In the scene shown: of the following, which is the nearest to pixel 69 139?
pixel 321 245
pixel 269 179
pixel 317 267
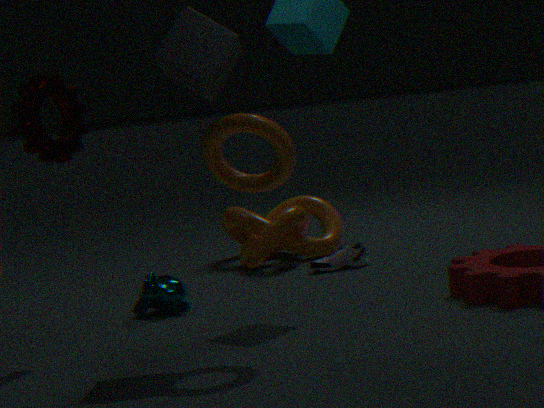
pixel 269 179
